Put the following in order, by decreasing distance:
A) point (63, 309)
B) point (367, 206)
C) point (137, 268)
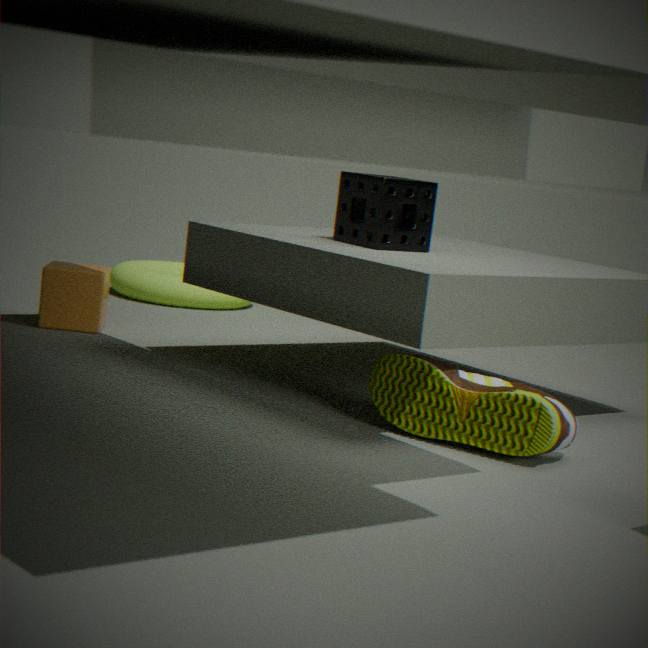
point (137, 268), point (63, 309), point (367, 206)
